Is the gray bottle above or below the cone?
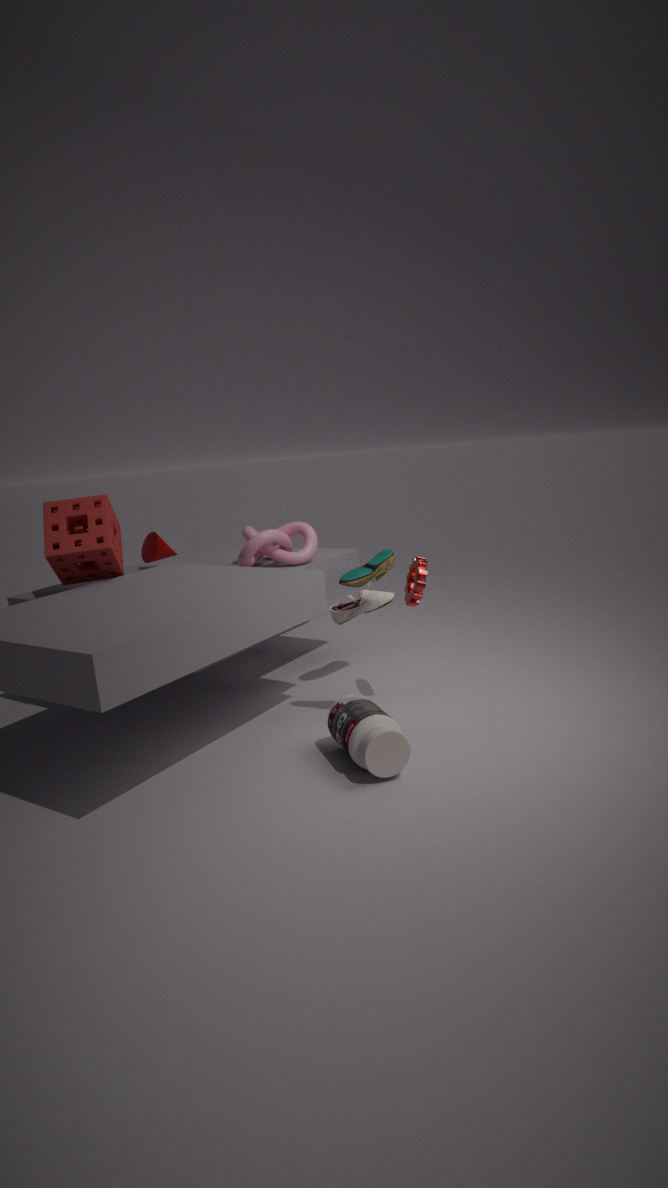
below
